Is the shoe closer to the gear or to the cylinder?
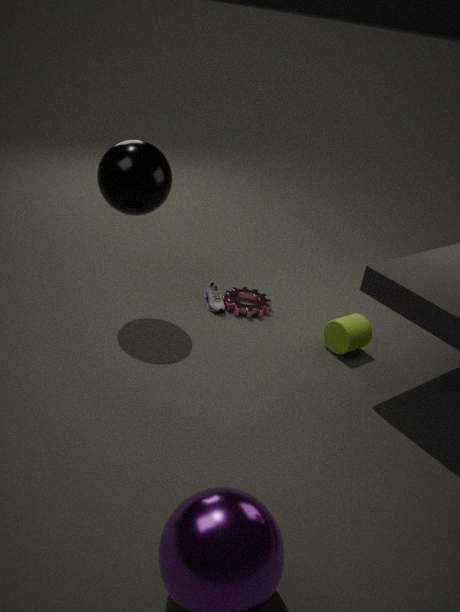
the gear
